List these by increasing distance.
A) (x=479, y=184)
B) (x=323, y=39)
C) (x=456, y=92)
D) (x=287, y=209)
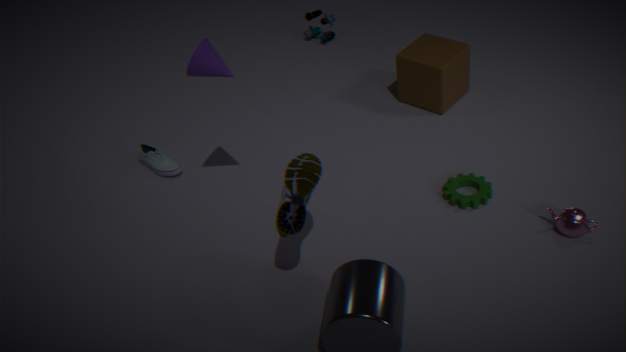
(x=287, y=209)
(x=479, y=184)
(x=456, y=92)
(x=323, y=39)
